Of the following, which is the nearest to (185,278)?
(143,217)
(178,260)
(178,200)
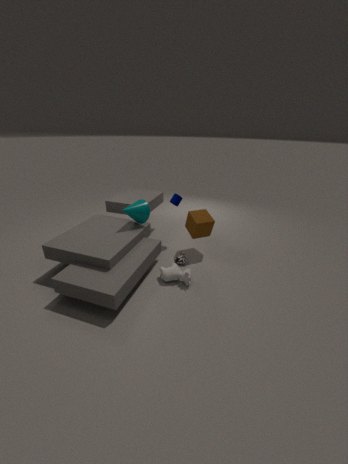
(178,260)
